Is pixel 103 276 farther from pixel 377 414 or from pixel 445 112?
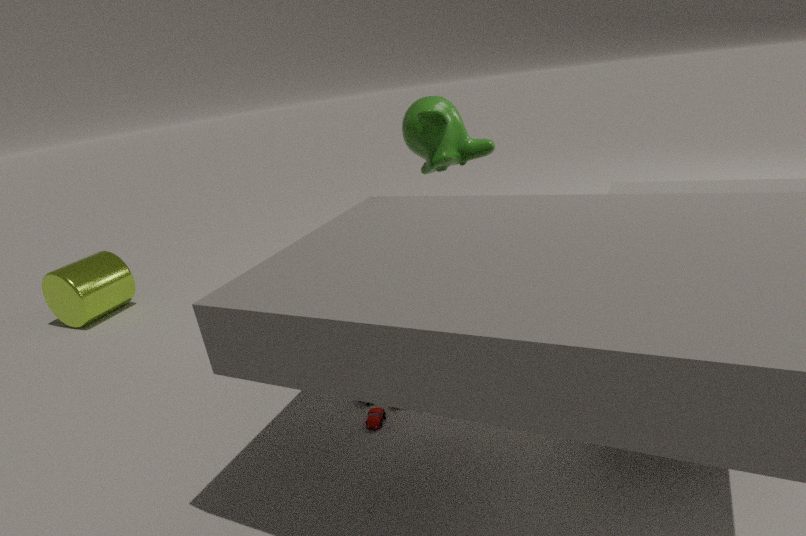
pixel 445 112
